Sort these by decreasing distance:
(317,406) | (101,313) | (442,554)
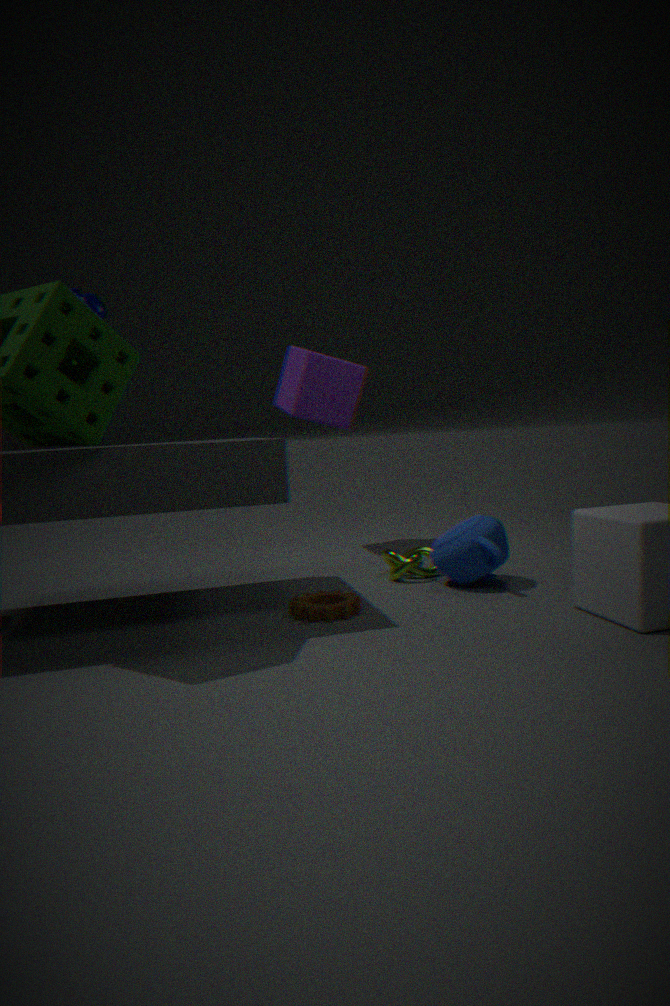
(317,406)
(442,554)
(101,313)
